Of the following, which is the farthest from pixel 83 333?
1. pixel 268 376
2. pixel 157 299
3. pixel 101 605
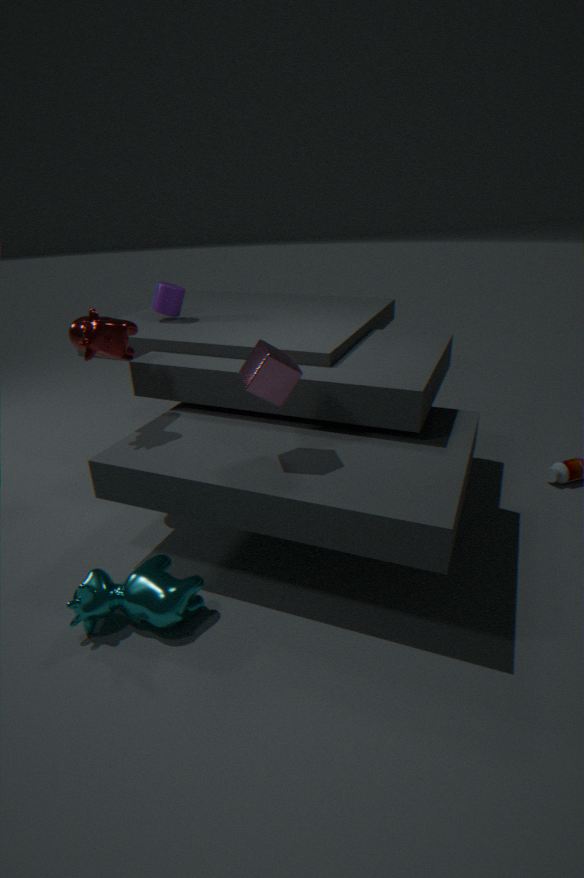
pixel 101 605
